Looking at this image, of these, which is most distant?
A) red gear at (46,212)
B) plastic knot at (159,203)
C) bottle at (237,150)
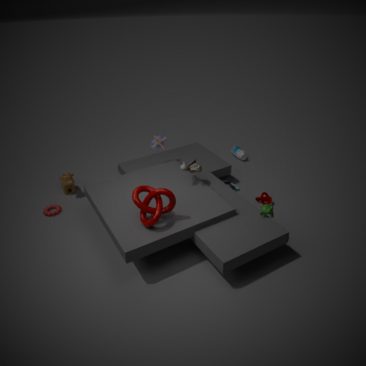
bottle at (237,150)
